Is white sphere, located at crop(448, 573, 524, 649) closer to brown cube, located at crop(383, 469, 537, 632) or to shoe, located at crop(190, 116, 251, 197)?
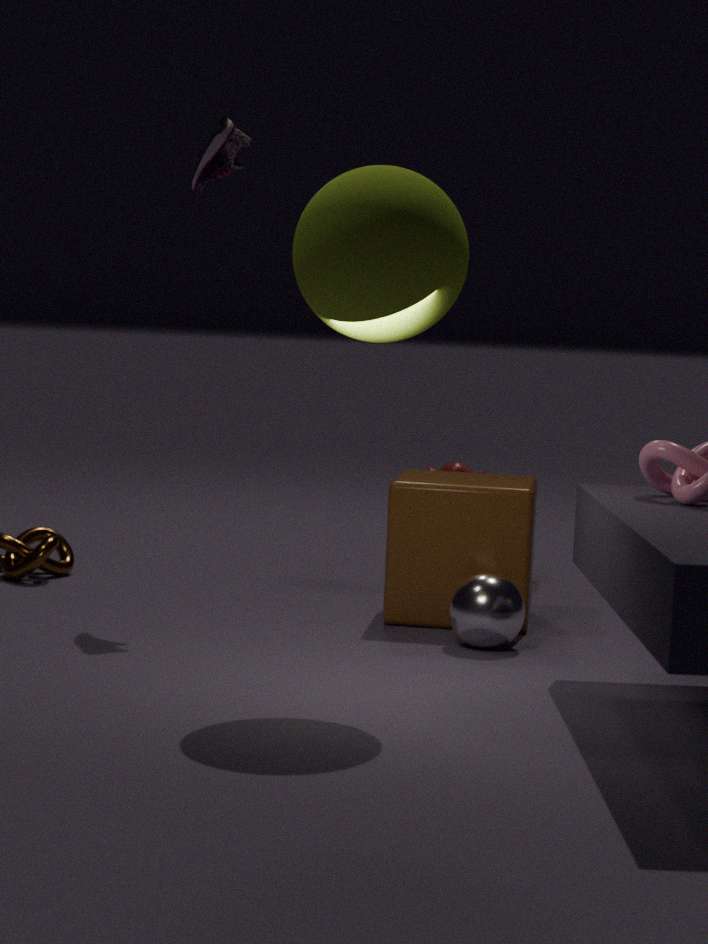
brown cube, located at crop(383, 469, 537, 632)
